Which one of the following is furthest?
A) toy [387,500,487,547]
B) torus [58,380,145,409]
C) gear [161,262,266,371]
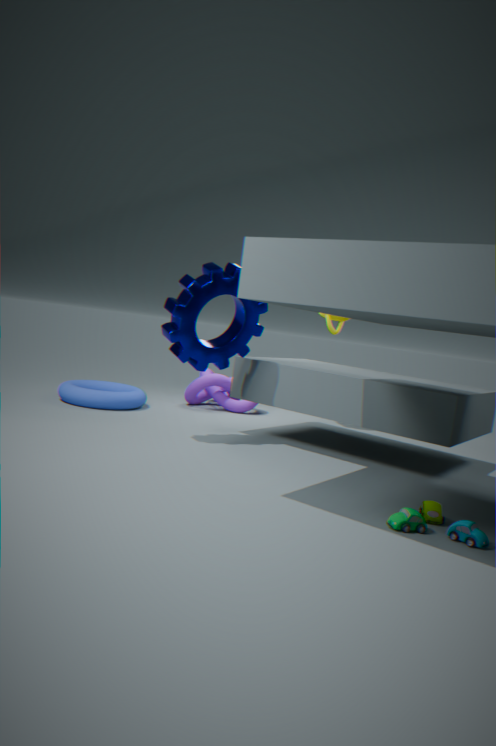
torus [58,380,145,409]
